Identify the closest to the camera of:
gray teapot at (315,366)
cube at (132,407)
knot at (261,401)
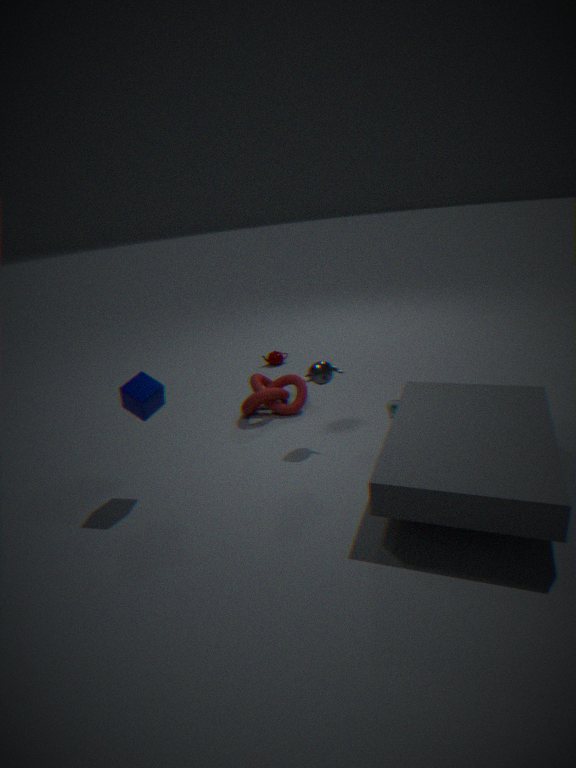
cube at (132,407)
